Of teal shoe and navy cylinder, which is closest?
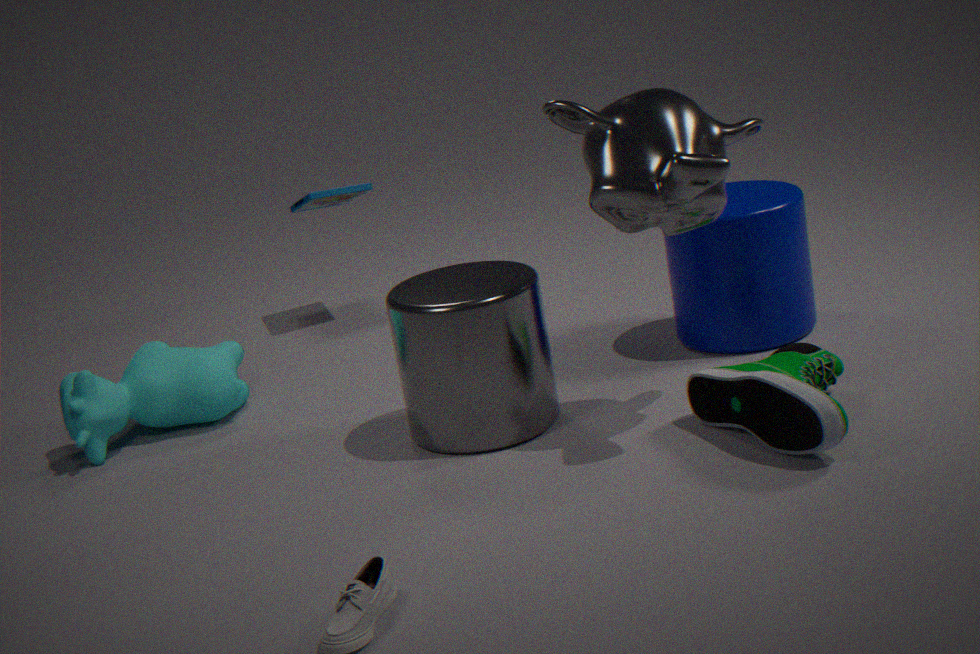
teal shoe
